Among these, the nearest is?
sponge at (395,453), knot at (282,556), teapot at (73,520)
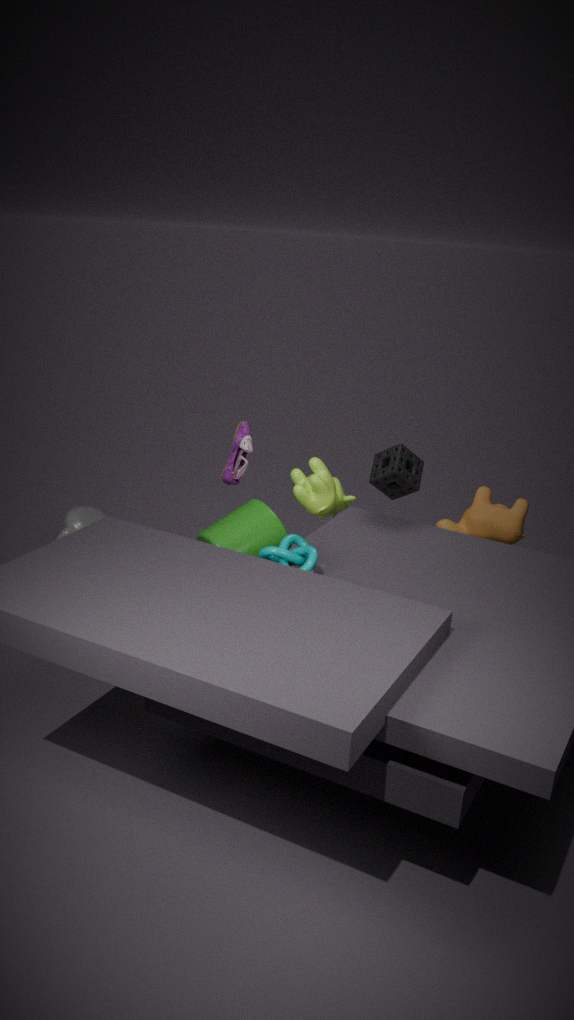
knot at (282,556)
